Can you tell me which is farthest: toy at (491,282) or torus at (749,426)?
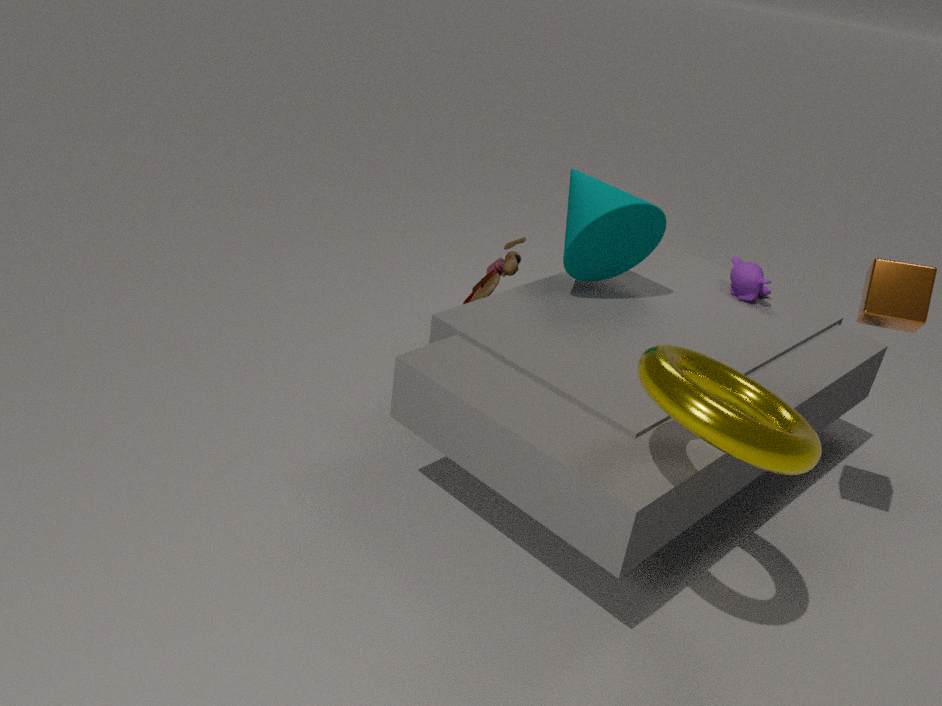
toy at (491,282)
